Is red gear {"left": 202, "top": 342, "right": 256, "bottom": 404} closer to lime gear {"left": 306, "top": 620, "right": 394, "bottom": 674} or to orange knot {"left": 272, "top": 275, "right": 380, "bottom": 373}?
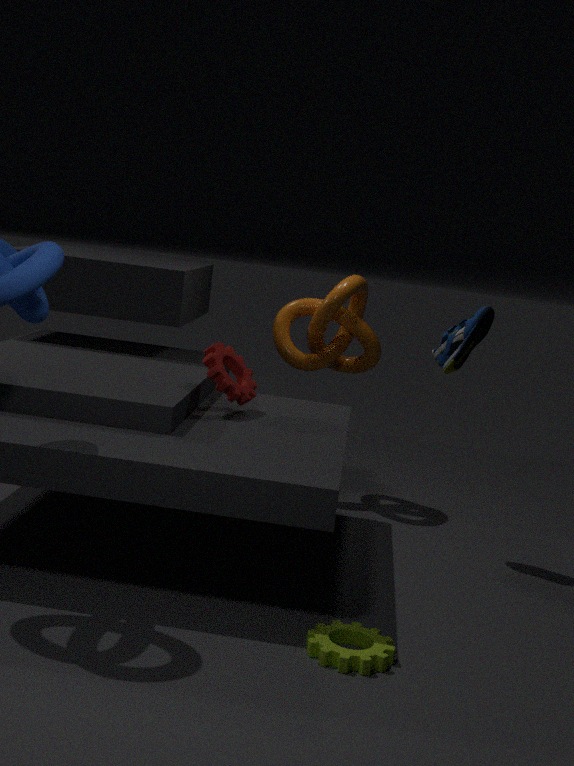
orange knot {"left": 272, "top": 275, "right": 380, "bottom": 373}
